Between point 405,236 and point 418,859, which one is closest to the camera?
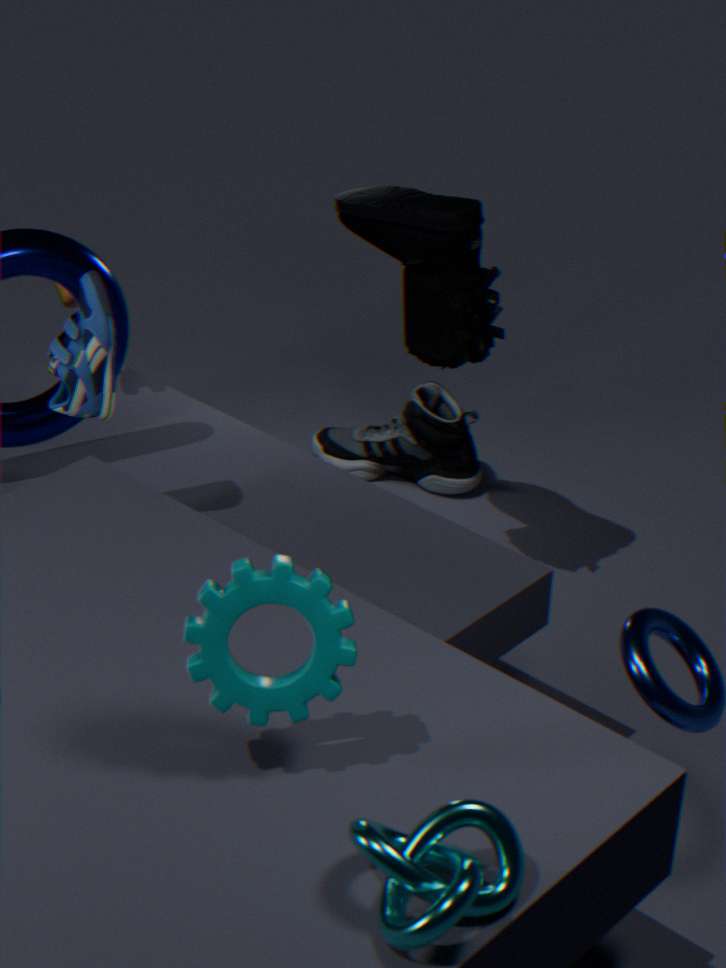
point 418,859
